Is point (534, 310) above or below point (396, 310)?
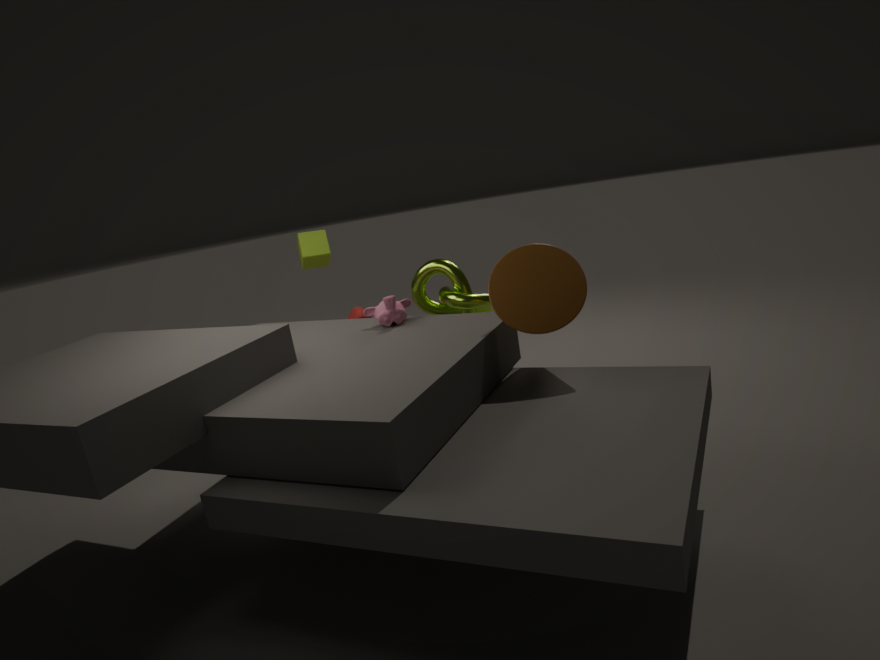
above
